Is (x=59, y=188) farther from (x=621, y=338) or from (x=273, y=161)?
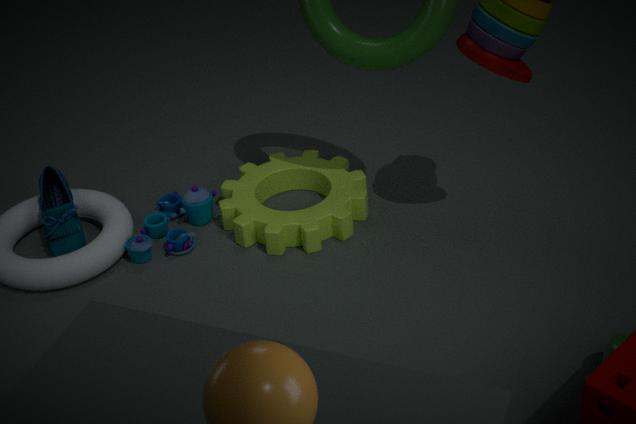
(x=621, y=338)
